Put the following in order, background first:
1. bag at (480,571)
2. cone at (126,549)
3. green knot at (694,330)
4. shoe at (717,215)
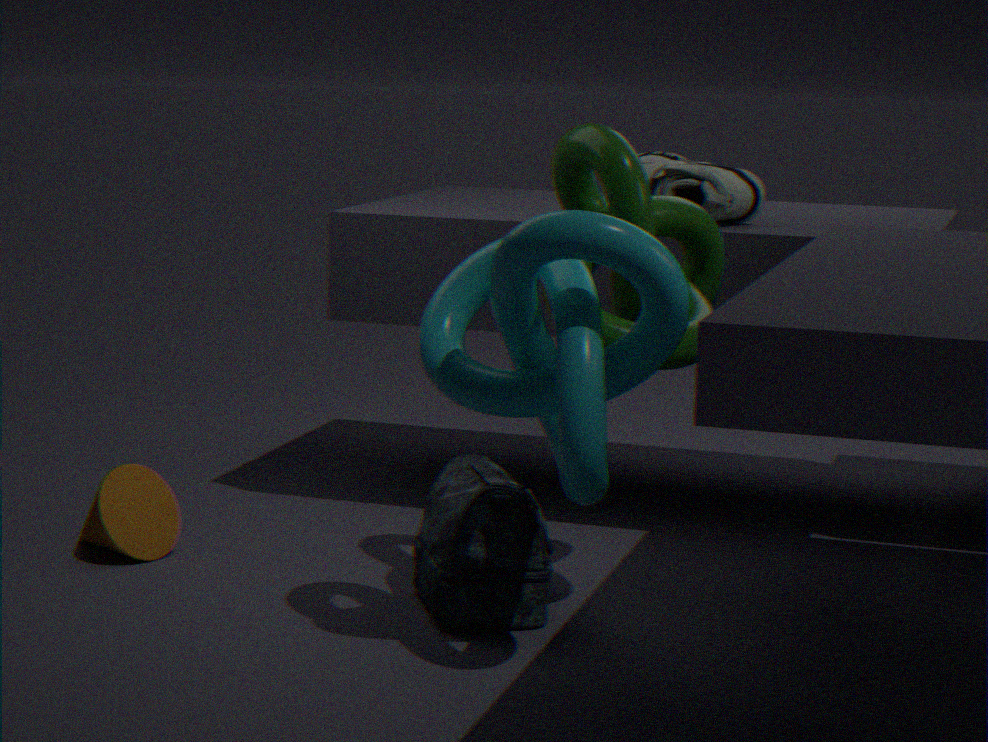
shoe at (717,215) → cone at (126,549) → bag at (480,571) → green knot at (694,330)
